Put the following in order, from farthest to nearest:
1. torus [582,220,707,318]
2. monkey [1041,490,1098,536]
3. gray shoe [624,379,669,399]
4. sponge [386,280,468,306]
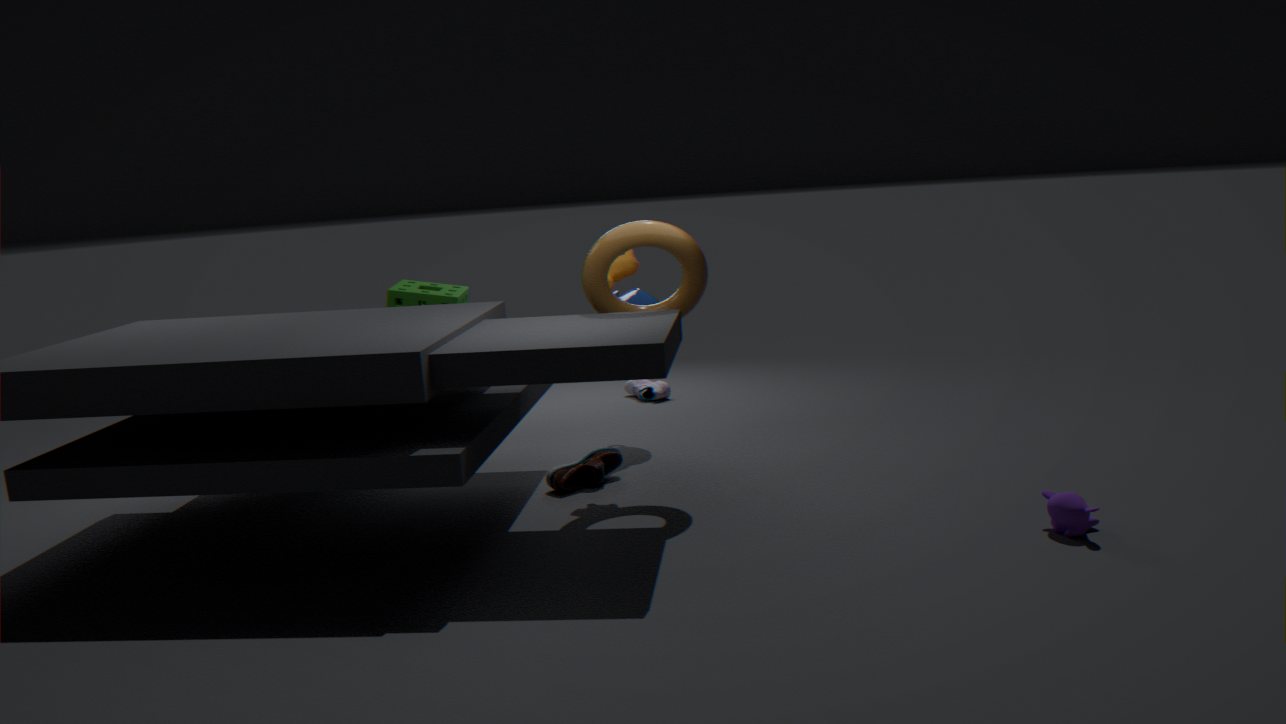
gray shoe [624,379,669,399] < sponge [386,280,468,306] < torus [582,220,707,318] < monkey [1041,490,1098,536]
